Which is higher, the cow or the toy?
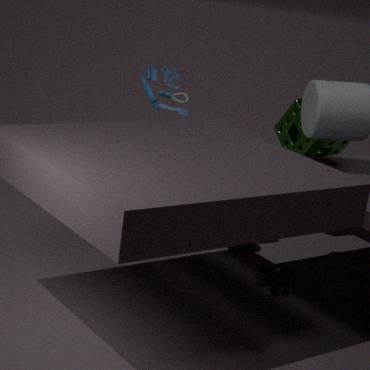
the toy
